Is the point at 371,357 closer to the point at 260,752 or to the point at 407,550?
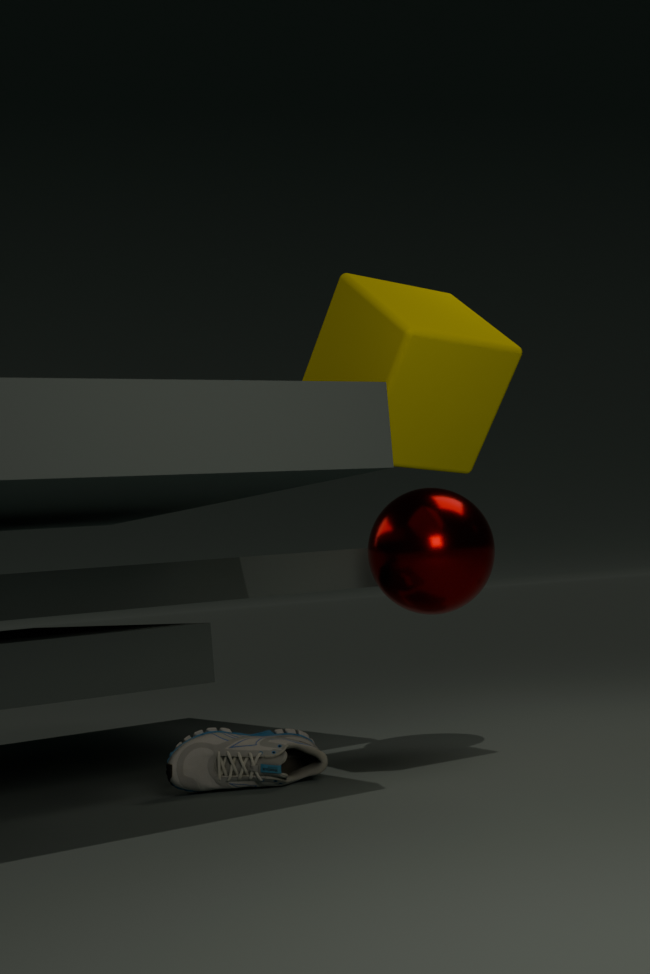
Answer: the point at 407,550
